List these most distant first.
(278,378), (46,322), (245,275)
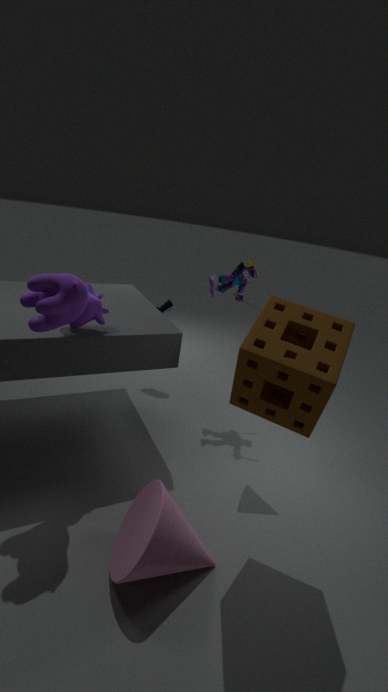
(245,275)
(46,322)
(278,378)
